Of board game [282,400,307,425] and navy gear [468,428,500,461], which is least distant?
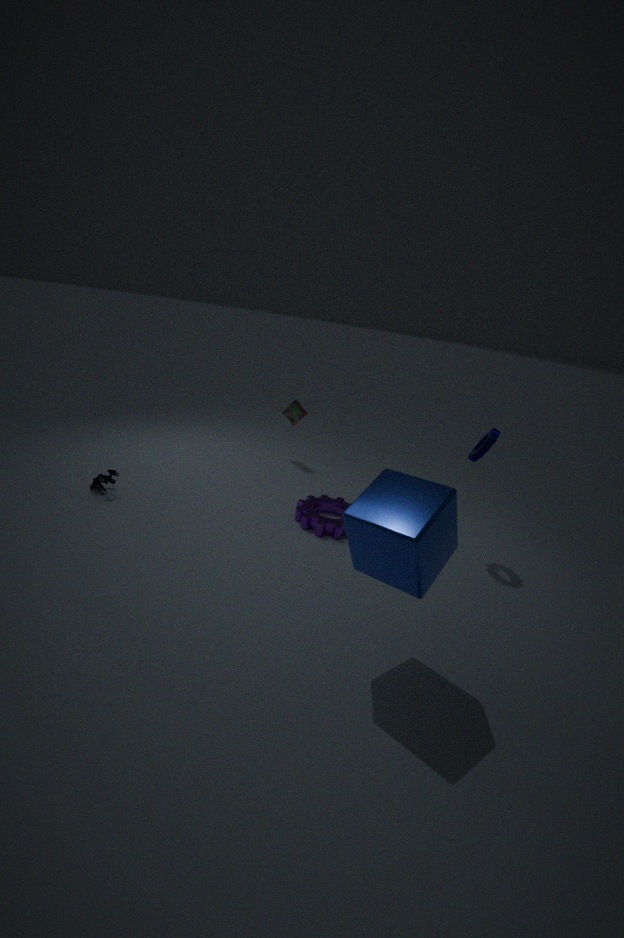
navy gear [468,428,500,461]
